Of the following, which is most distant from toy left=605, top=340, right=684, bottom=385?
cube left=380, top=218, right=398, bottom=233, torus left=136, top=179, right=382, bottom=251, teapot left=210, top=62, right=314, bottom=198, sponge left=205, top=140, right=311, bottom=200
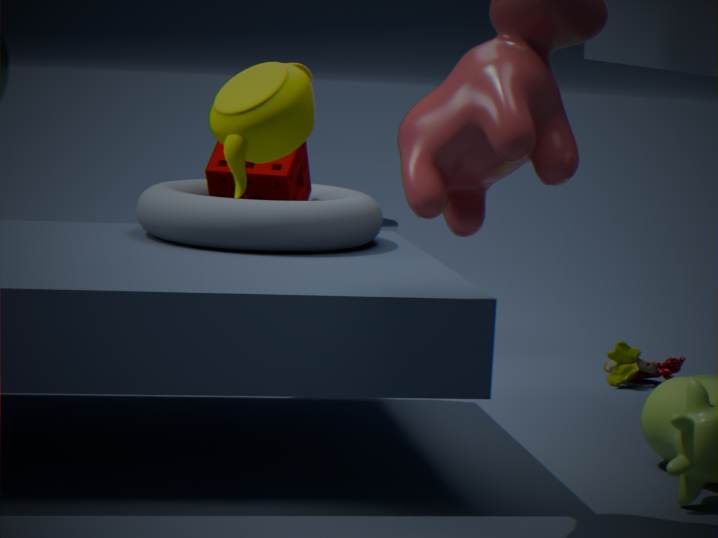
teapot left=210, top=62, right=314, bottom=198
